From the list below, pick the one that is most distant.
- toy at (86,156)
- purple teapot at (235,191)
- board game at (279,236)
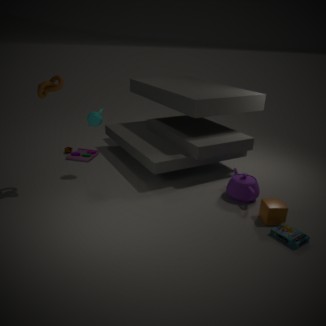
toy at (86,156)
